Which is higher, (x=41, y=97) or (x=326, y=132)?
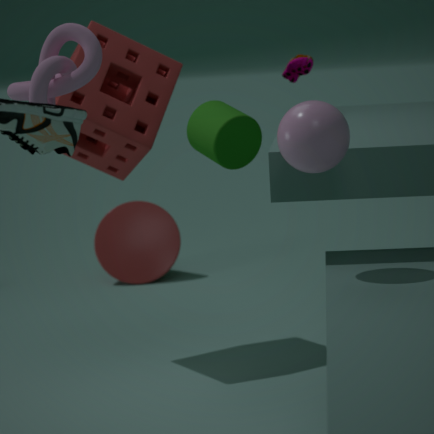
(x=41, y=97)
